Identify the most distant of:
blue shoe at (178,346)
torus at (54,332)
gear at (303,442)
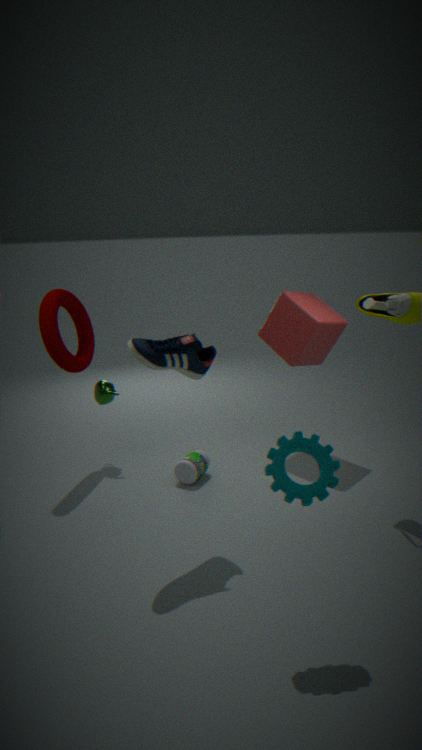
torus at (54,332)
